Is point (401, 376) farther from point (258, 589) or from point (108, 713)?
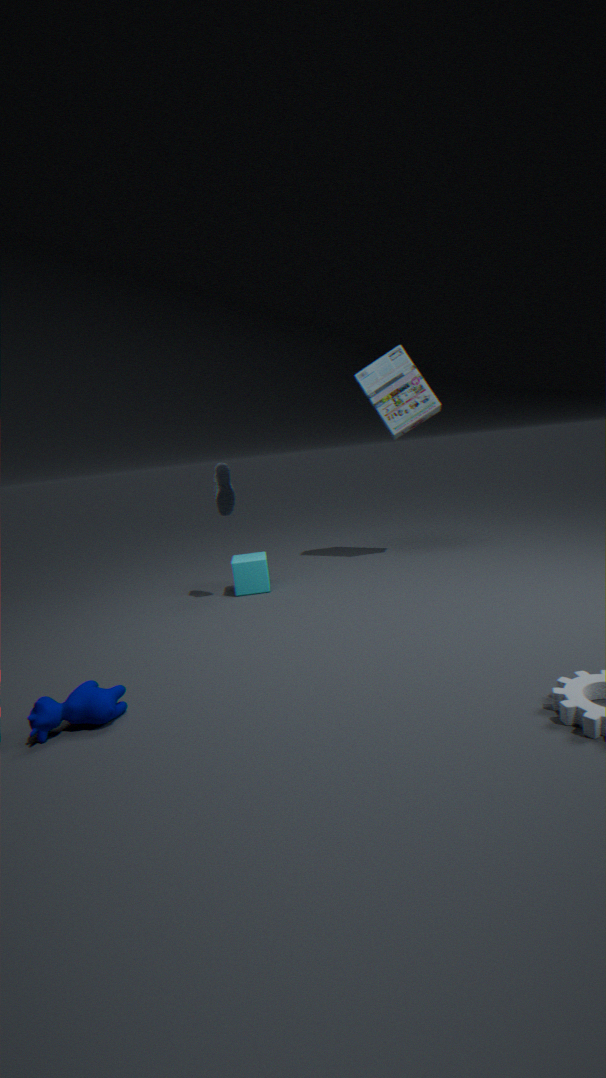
point (108, 713)
